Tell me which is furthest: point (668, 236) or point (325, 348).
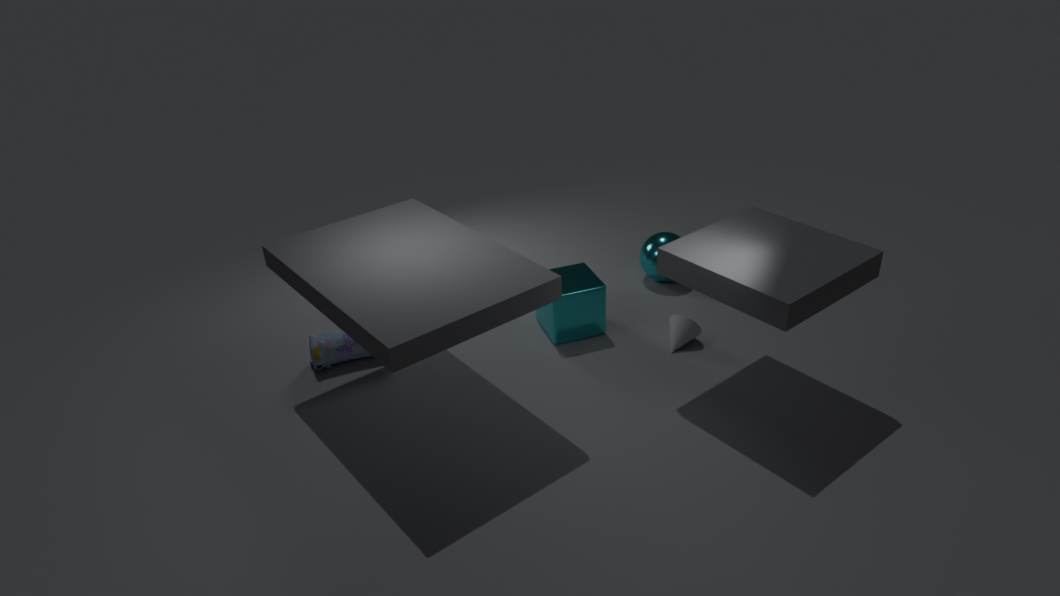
point (668, 236)
